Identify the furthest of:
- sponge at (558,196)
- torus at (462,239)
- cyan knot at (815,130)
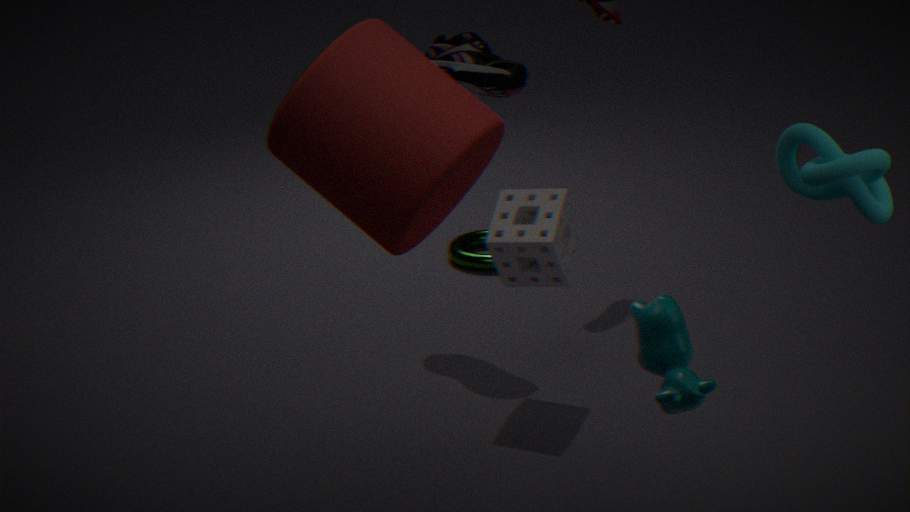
torus at (462,239)
